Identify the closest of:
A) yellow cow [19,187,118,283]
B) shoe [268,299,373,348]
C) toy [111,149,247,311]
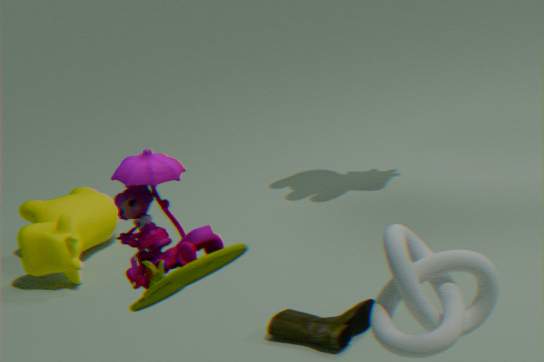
toy [111,149,247,311]
